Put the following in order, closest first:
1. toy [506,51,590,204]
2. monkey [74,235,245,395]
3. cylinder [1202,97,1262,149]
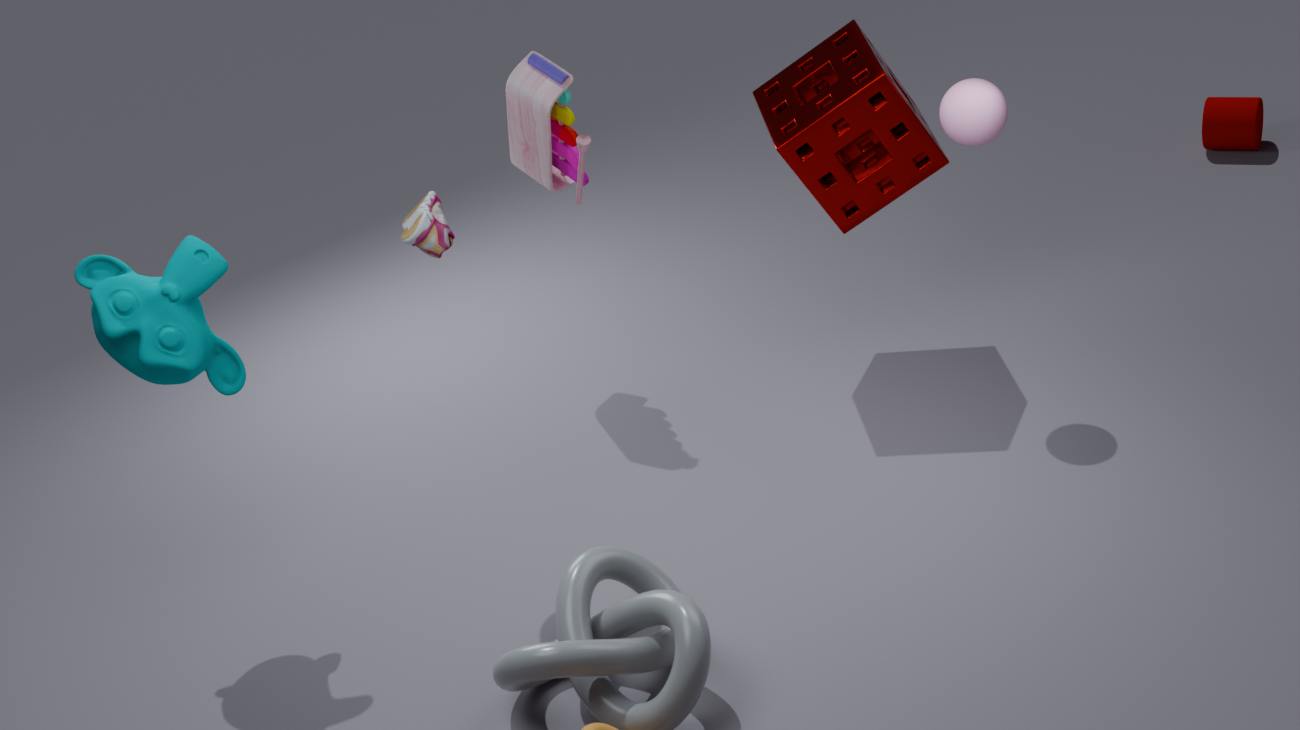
monkey [74,235,245,395]
toy [506,51,590,204]
cylinder [1202,97,1262,149]
